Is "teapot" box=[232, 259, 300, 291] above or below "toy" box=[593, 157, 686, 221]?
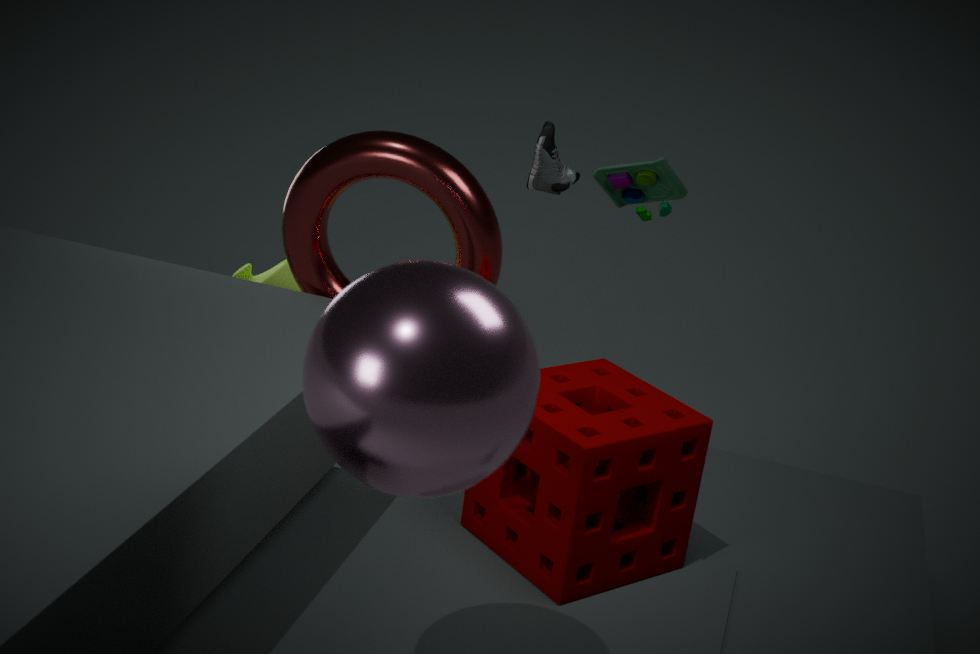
below
